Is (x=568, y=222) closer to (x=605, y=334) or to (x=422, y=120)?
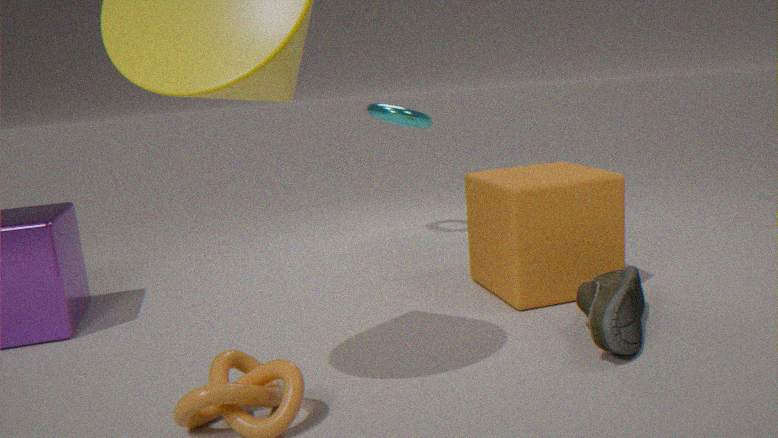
(x=605, y=334)
